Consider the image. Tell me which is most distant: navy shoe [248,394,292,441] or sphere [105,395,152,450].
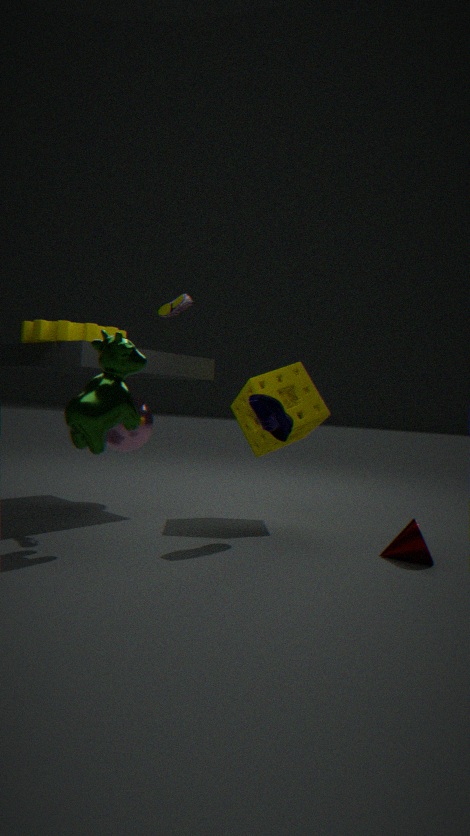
sphere [105,395,152,450]
